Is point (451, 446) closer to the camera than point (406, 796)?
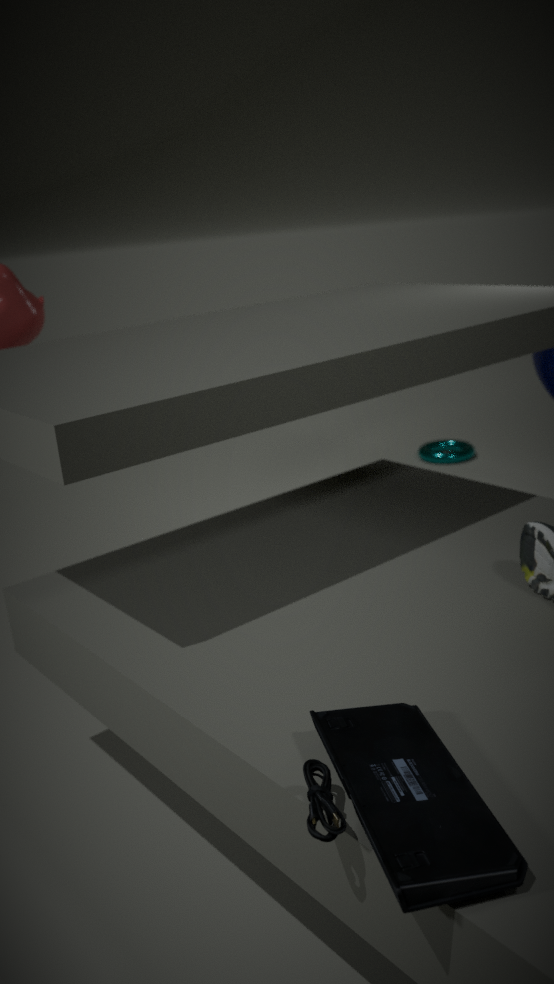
No
